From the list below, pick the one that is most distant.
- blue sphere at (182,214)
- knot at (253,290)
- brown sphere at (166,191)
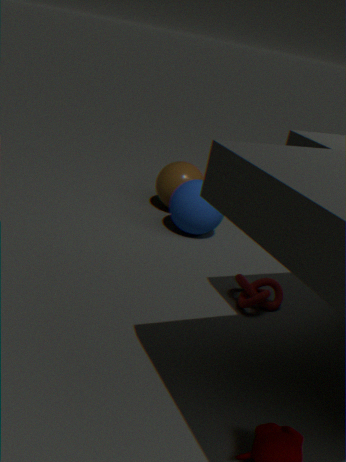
brown sphere at (166,191)
